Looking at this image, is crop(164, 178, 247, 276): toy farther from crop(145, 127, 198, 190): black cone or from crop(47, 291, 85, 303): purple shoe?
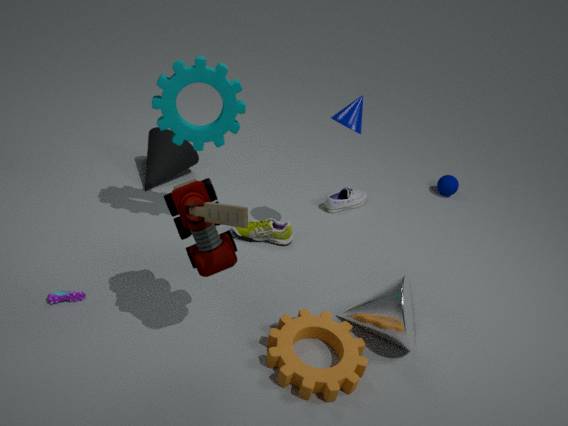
crop(145, 127, 198, 190): black cone
